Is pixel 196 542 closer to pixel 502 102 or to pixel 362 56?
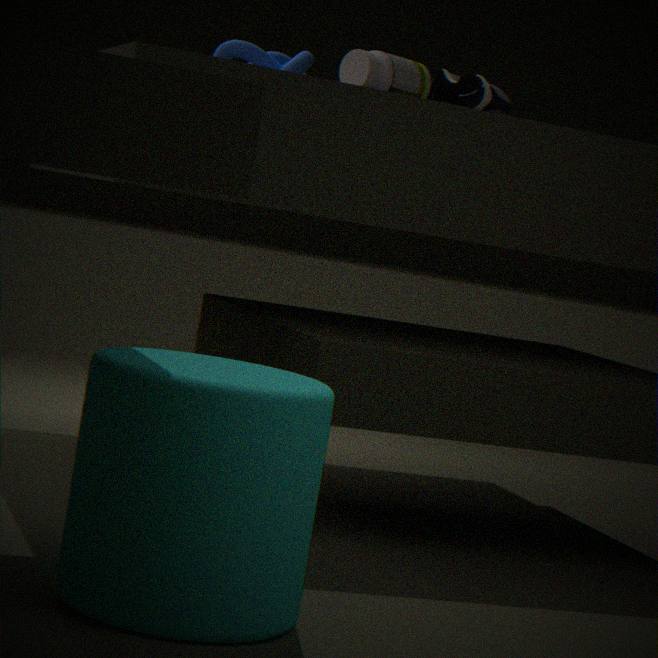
pixel 362 56
